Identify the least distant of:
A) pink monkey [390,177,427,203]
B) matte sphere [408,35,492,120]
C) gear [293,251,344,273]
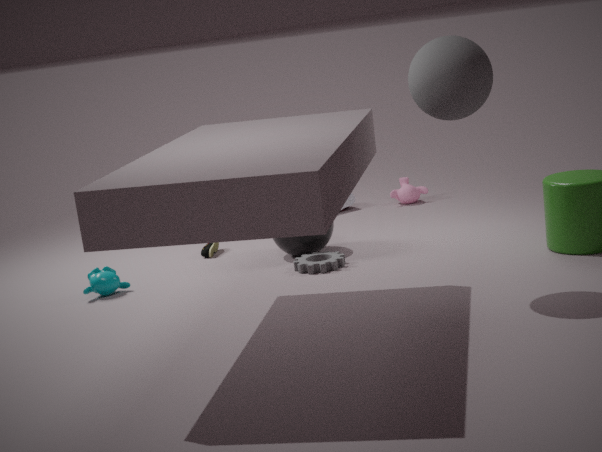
matte sphere [408,35,492,120]
